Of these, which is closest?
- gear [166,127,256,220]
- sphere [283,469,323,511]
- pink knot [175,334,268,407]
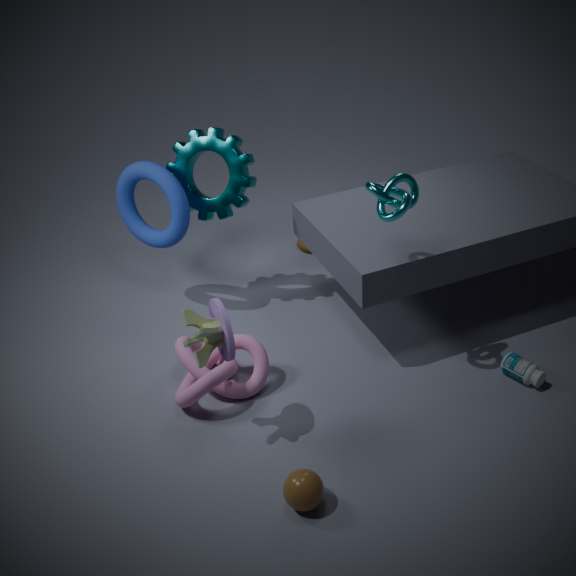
sphere [283,469,323,511]
